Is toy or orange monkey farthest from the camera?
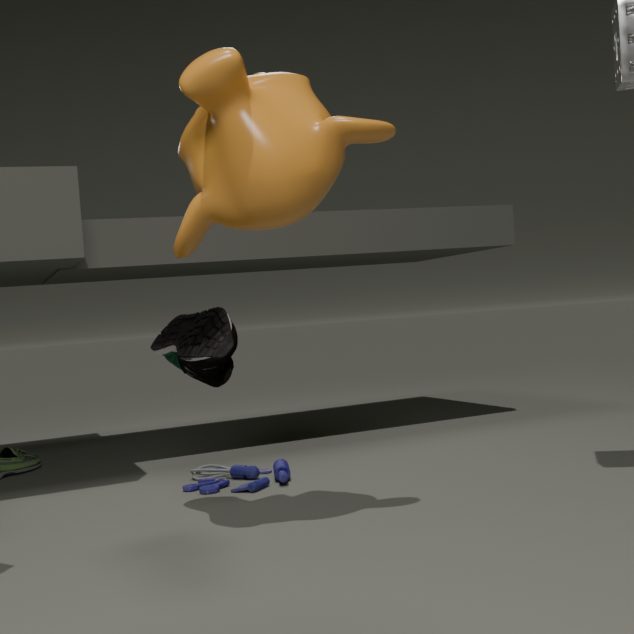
toy
